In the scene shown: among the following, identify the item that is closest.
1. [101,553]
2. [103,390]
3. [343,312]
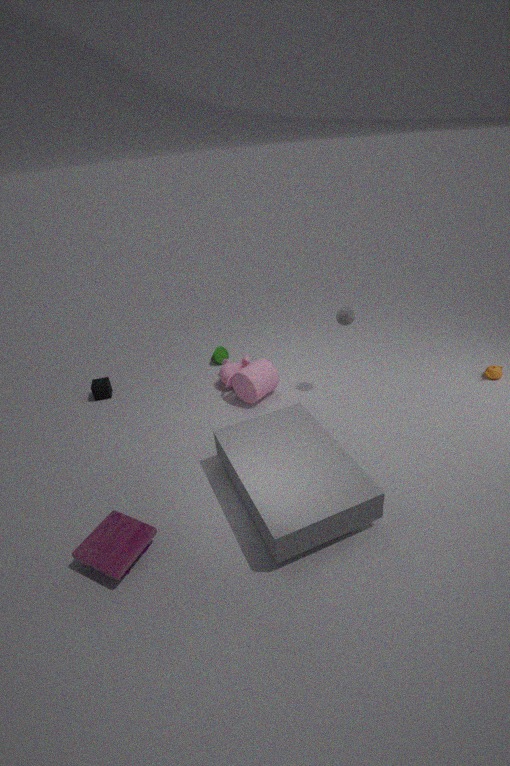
[101,553]
